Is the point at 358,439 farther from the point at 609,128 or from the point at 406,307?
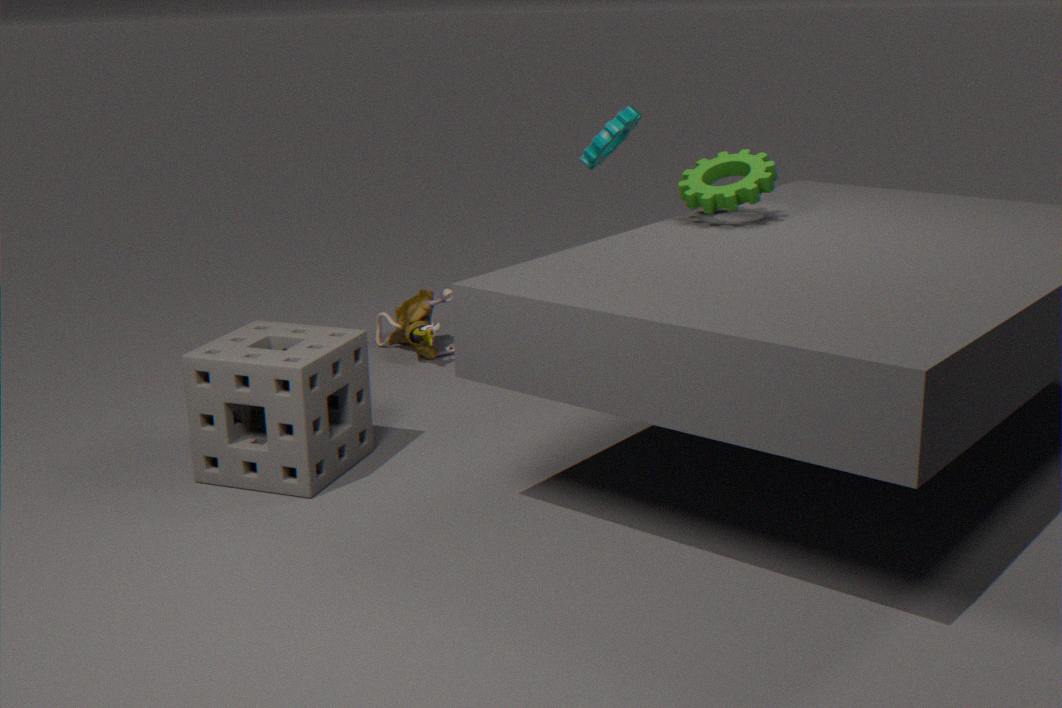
the point at 609,128
